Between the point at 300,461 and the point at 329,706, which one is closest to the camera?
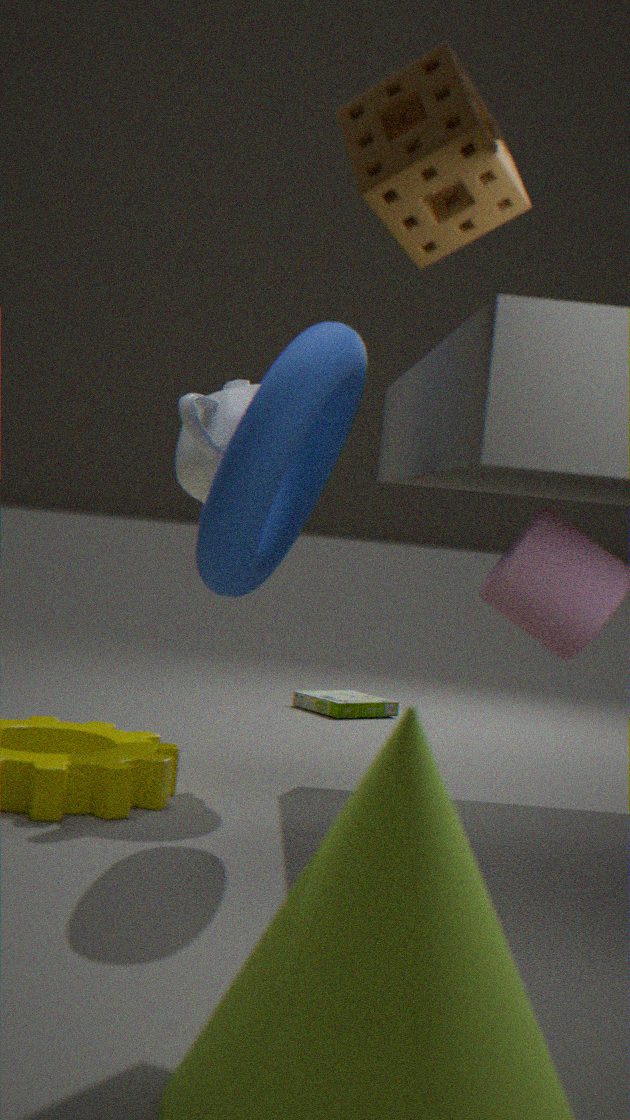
the point at 300,461
